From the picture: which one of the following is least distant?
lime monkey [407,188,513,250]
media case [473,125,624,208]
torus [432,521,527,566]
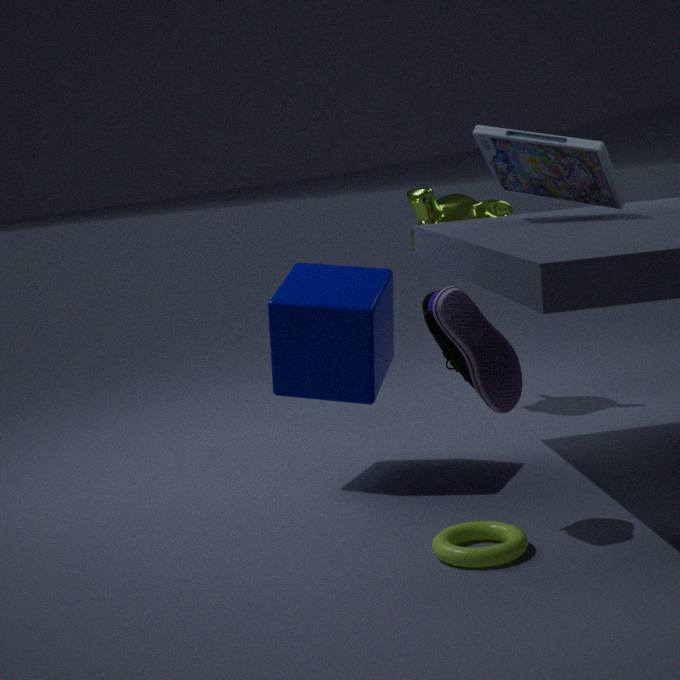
torus [432,521,527,566]
